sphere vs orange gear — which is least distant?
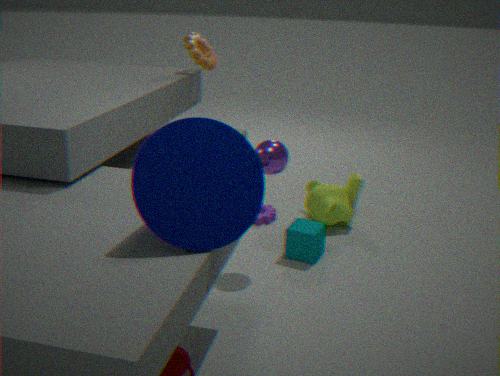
sphere
